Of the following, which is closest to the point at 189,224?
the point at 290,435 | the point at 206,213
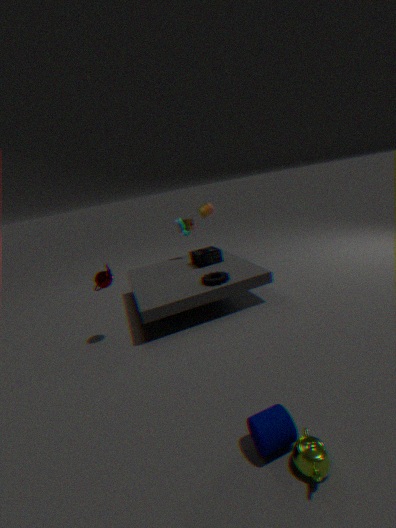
the point at 206,213
